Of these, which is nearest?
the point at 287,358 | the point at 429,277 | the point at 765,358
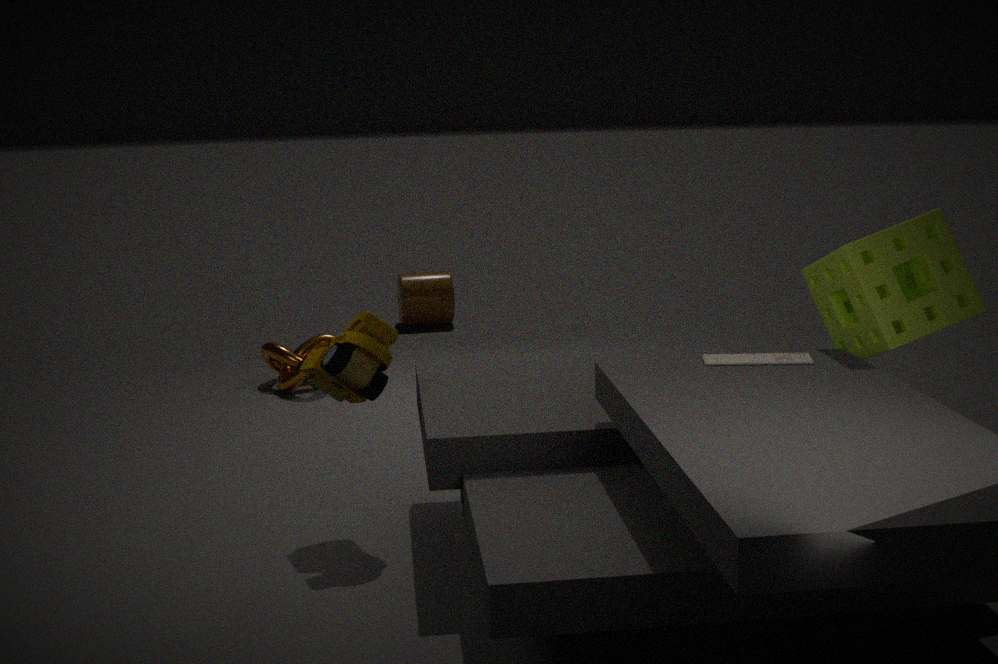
the point at 765,358
